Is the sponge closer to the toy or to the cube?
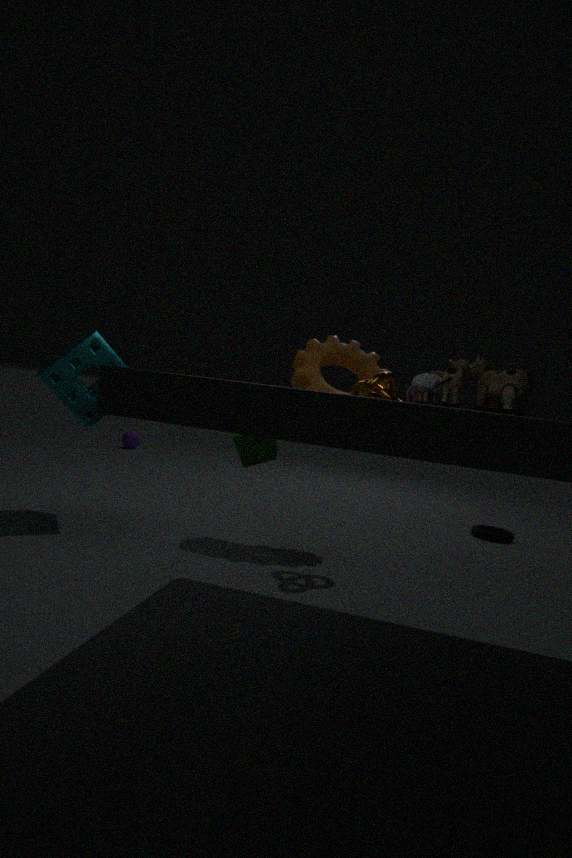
the cube
